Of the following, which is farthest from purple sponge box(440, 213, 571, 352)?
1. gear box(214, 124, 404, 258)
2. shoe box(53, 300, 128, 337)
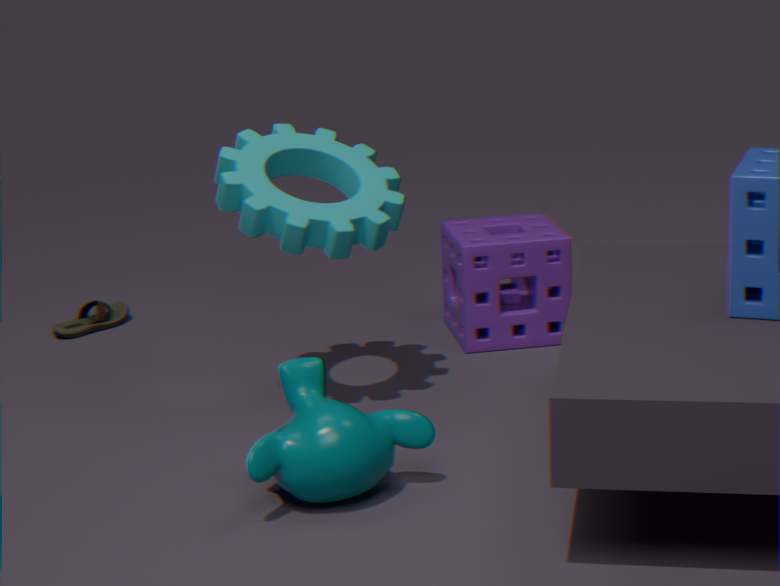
shoe box(53, 300, 128, 337)
